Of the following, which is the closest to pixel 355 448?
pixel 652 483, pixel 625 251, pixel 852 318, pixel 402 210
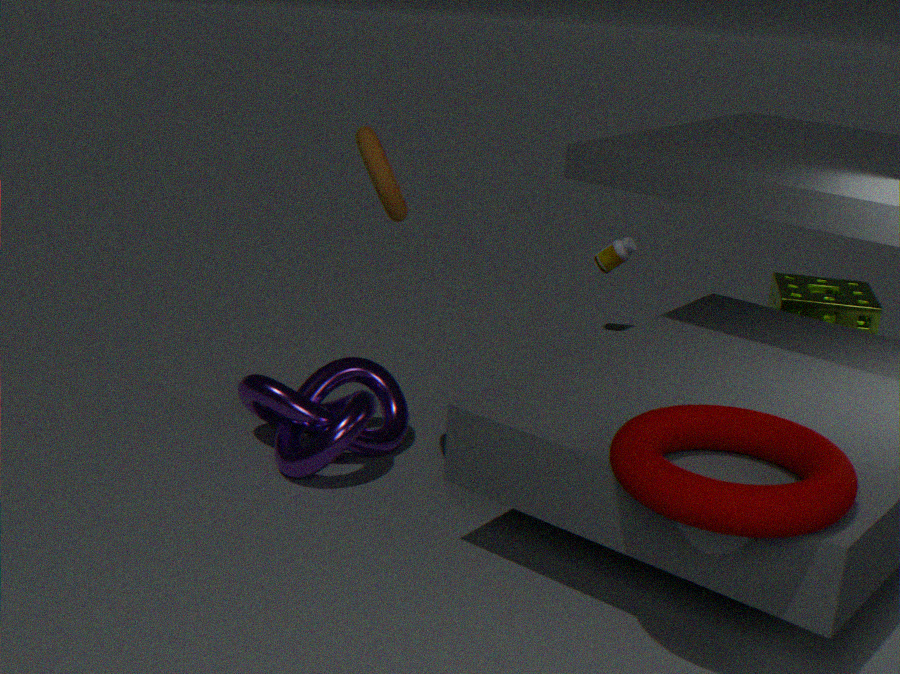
pixel 402 210
